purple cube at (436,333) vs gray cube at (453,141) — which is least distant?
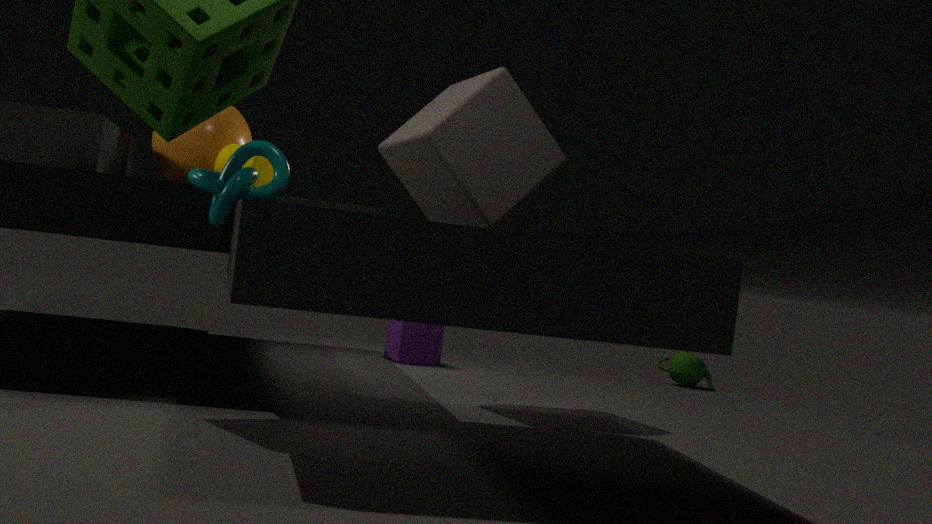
gray cube at (453,141)
